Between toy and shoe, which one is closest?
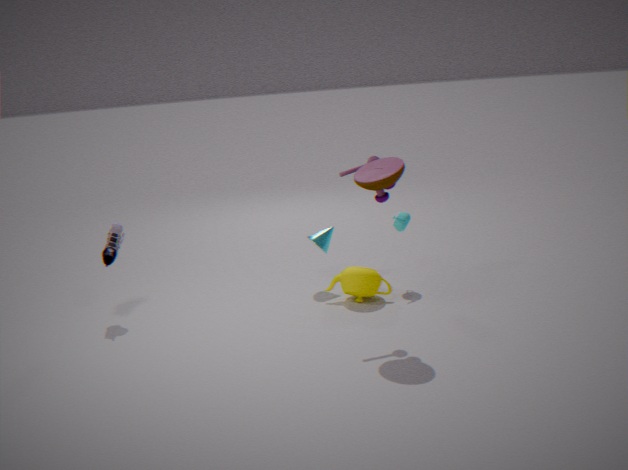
toy
